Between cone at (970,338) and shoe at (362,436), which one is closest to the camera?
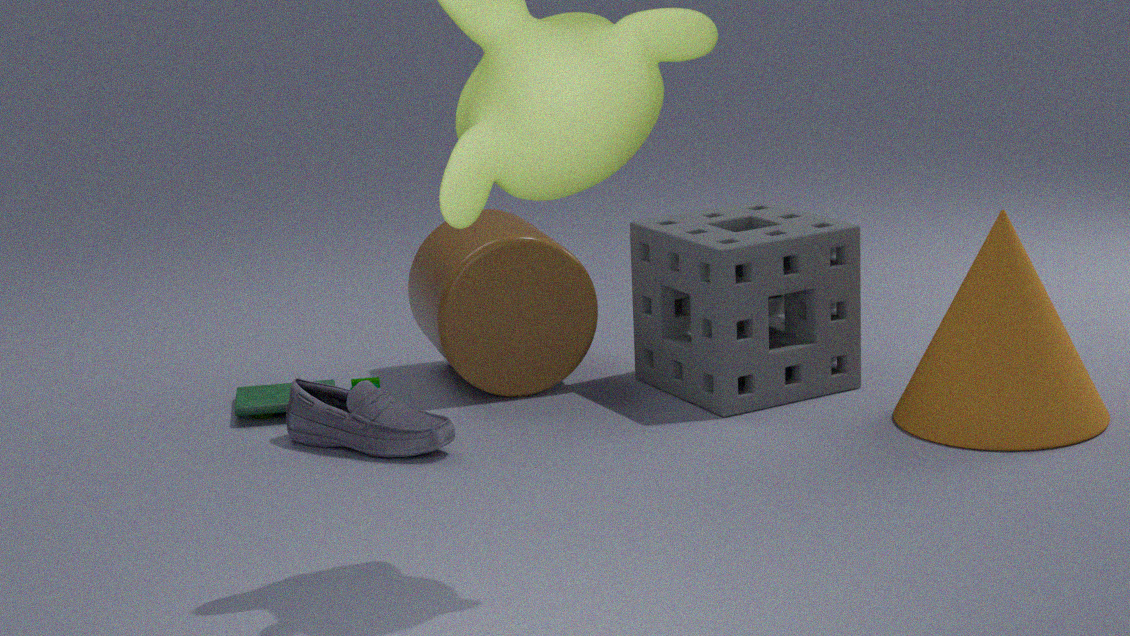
cone at (970,338)
